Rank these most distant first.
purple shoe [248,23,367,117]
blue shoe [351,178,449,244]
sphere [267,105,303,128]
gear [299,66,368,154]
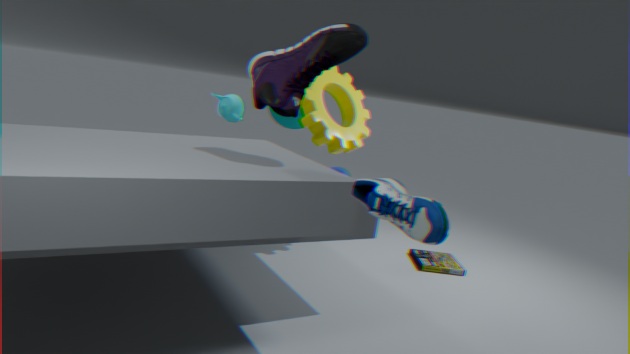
sphere [267,105,303,128] < gear [299,66,368,154] < purple shoe [248,23,367,117] < blue shoe [351,178,449,244]
